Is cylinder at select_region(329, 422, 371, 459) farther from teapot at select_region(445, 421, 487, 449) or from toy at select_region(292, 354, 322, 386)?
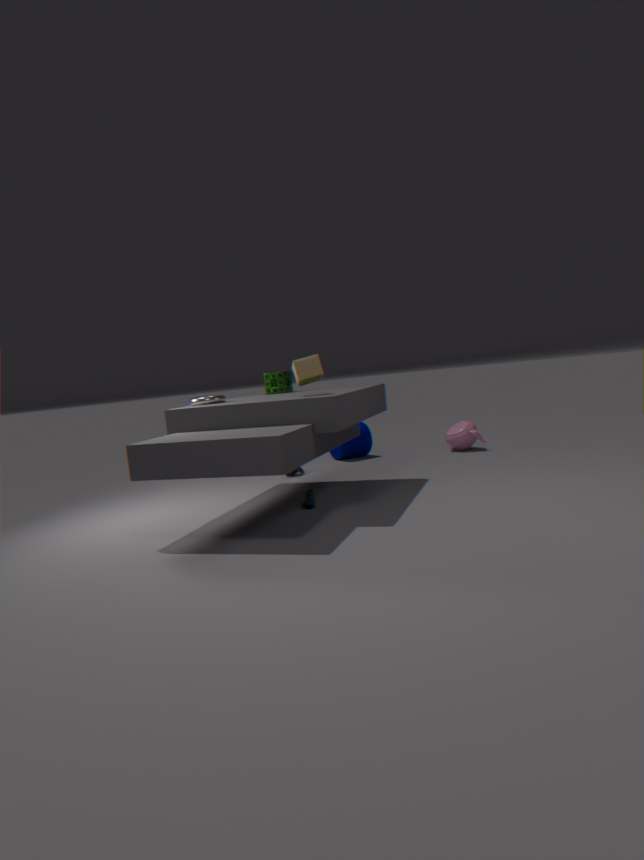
toy at select_region(292, 354, 322, 386)
